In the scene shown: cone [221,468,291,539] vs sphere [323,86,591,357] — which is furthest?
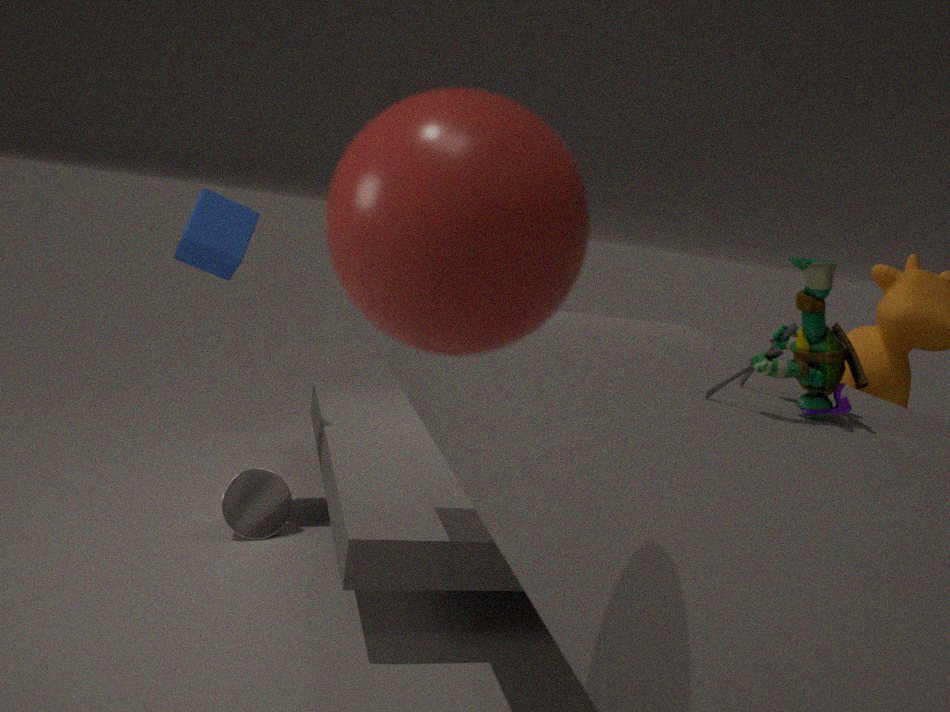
cone [221,468,291,539]
